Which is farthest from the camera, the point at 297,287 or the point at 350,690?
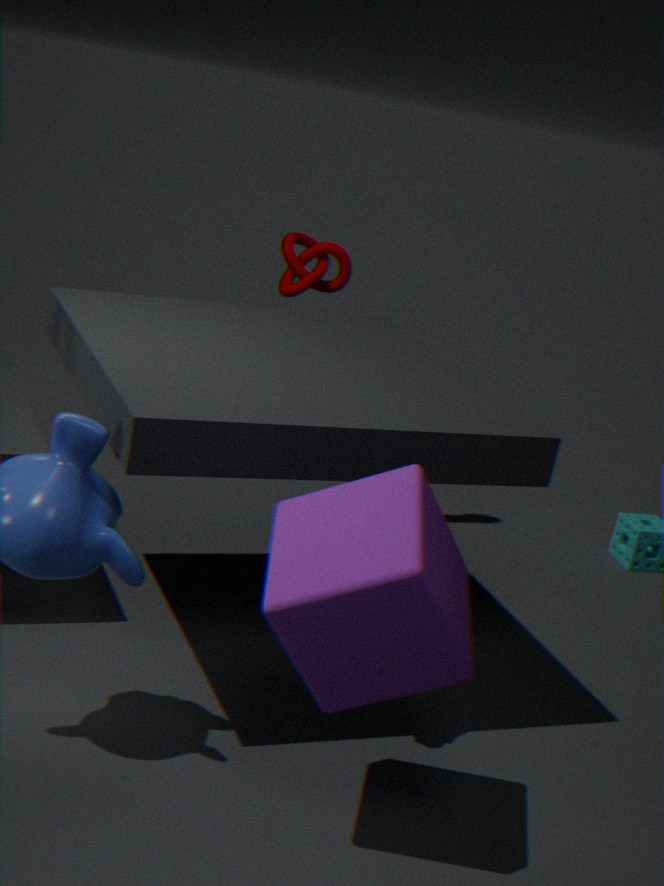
the point at 297,287
